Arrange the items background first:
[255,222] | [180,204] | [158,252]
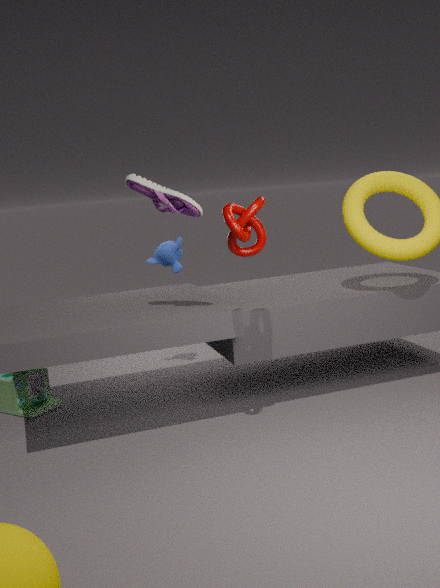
[158,252], [180,204], [255,222]
